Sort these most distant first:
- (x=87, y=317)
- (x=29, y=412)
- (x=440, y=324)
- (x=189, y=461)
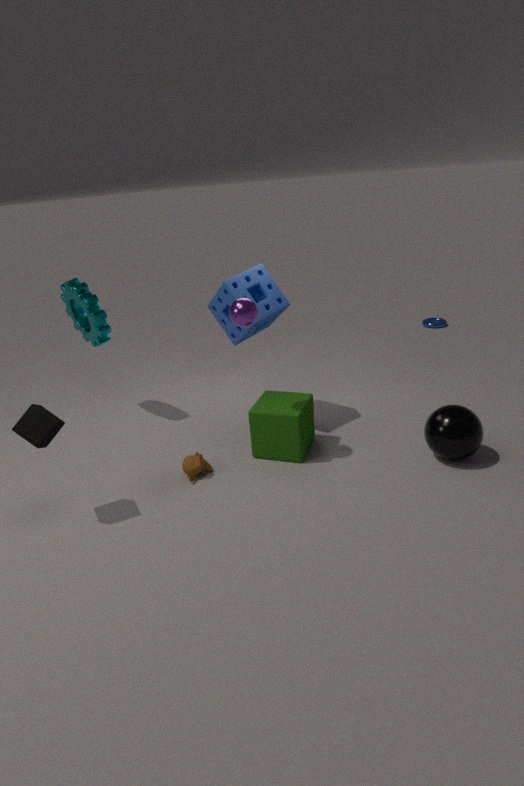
(x=440, y=324), (x=87, y=317), (x=189, y=461), (x=29, y=412)
